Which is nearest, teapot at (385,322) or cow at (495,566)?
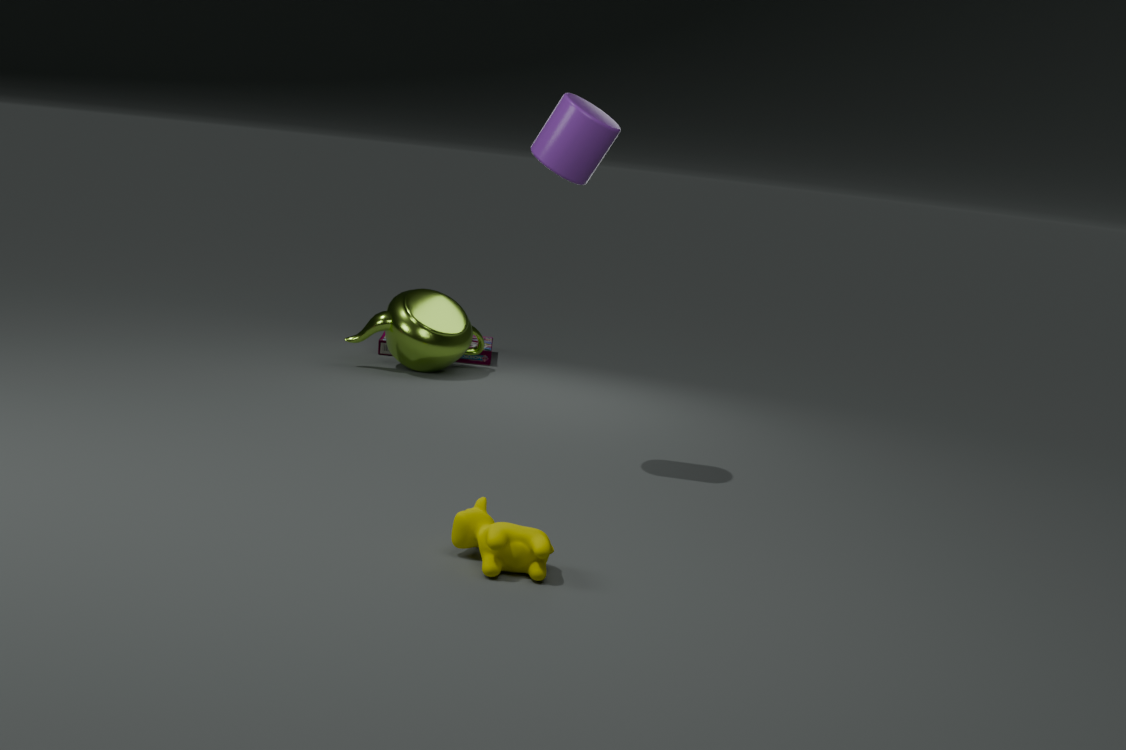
cow at (495,566)
